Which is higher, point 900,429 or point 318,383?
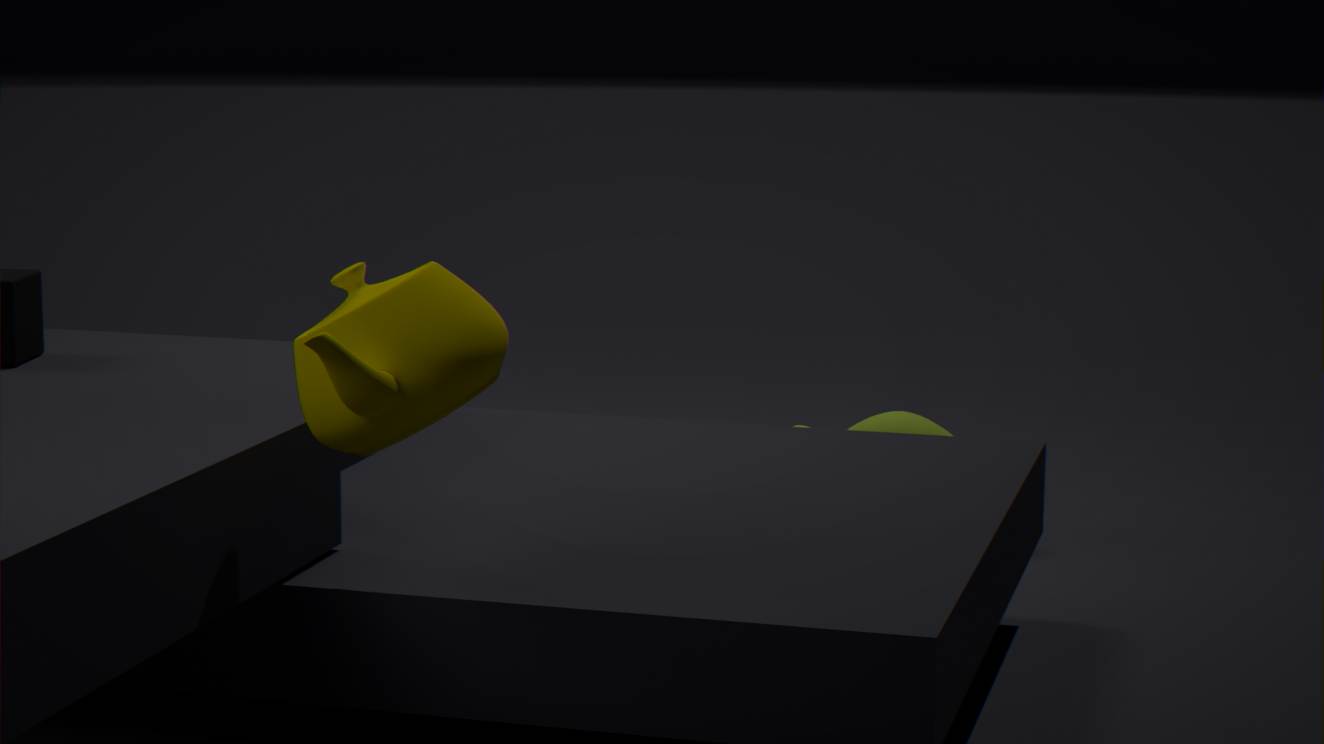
point 318,383
